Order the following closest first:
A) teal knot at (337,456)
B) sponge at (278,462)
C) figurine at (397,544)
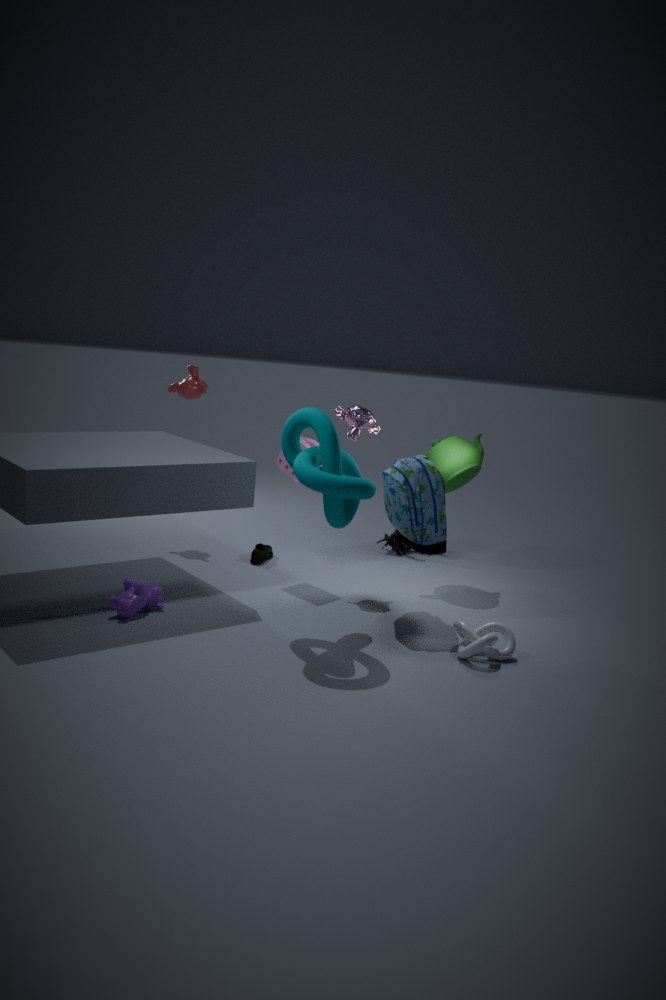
teal knot at (337,456), sponge at (278,462), figurine at (397,544)
